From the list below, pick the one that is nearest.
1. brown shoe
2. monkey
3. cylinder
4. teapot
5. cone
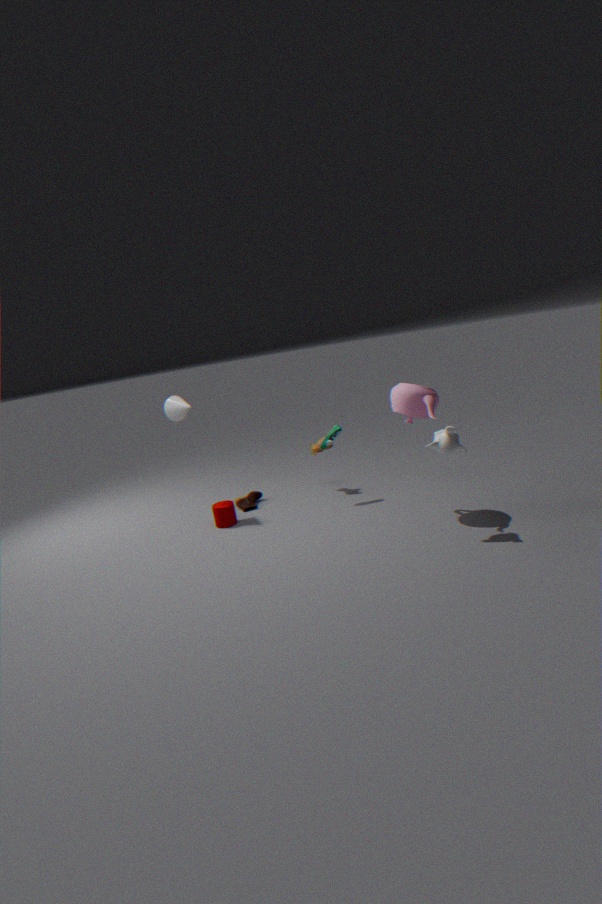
monkey
